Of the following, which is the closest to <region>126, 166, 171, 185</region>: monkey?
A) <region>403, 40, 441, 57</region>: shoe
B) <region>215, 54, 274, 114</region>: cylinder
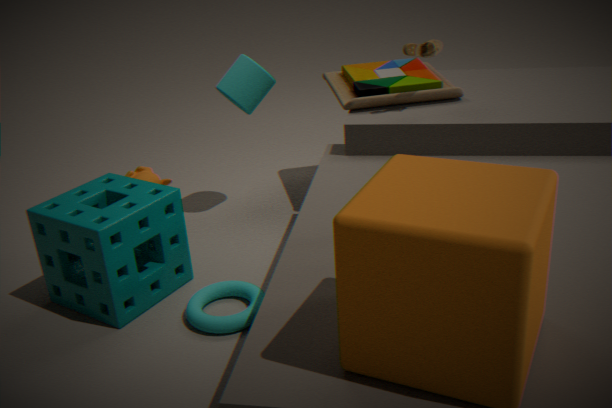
<region>215, 54, 274, 114</region>: cylinder
